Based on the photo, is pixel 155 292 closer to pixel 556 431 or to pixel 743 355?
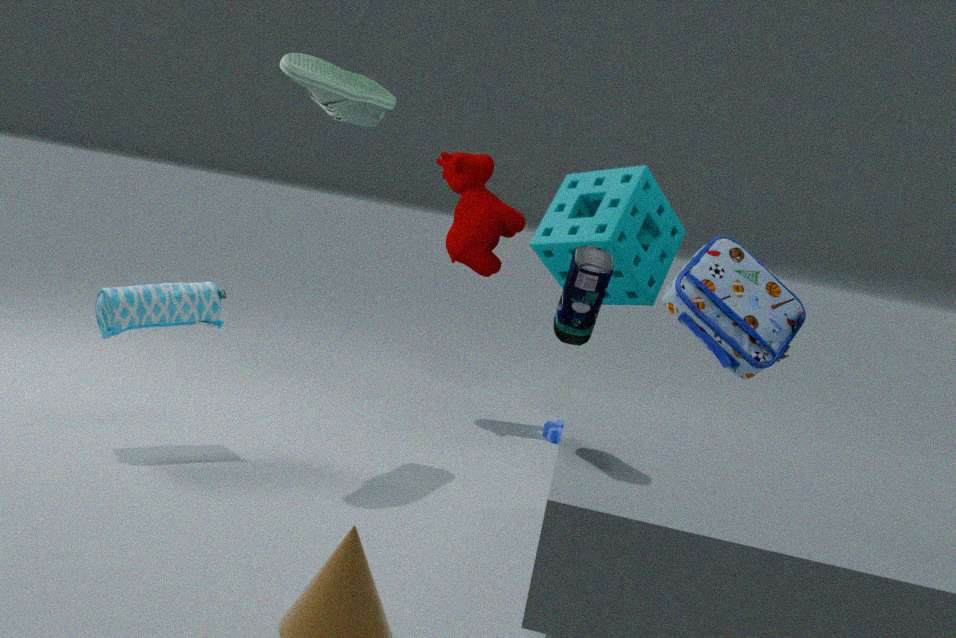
pixel 556 431
